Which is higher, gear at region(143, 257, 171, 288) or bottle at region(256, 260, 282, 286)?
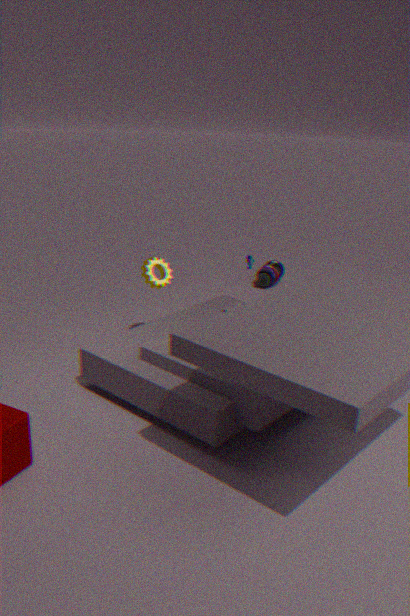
gear at region(143, 257, 171, 288)
